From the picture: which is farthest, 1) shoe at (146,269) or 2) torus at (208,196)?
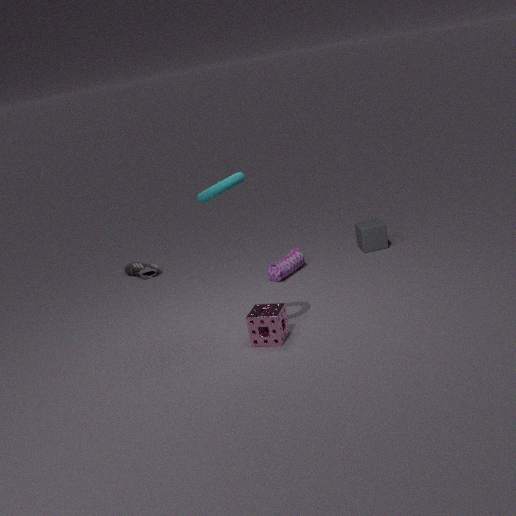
1. shoe at (146,269)
